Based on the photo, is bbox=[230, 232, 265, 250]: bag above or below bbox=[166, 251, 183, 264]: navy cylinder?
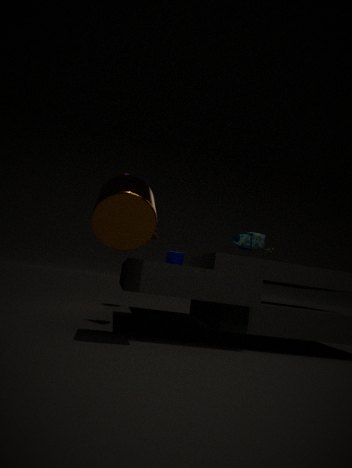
above
